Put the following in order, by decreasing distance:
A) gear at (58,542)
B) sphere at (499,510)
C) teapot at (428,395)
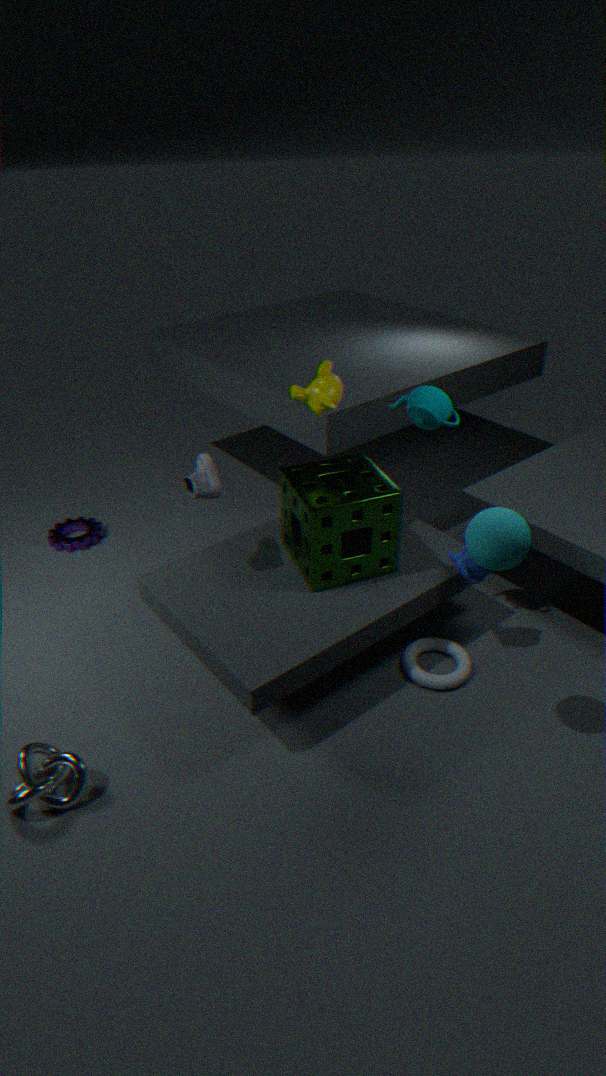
gear at (58,542) → teapot at (428,395) → sphere at (499,510)
